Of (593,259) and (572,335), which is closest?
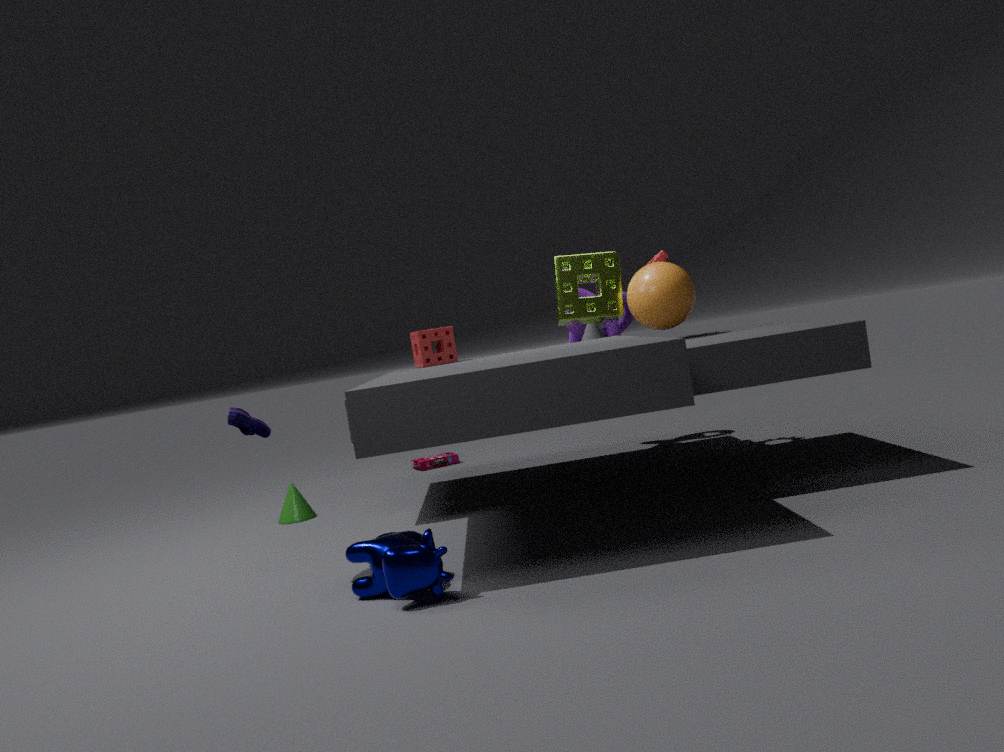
(593,259)
